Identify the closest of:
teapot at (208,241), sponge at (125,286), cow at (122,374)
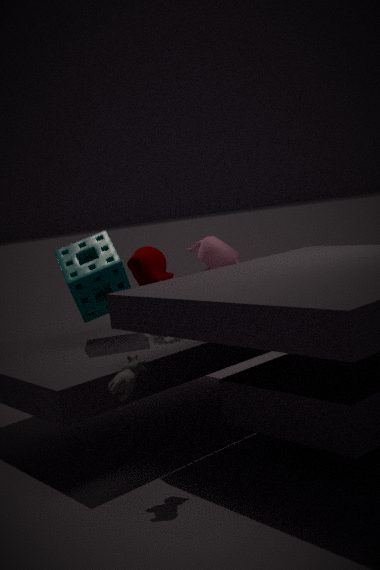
cow at (122,374)
